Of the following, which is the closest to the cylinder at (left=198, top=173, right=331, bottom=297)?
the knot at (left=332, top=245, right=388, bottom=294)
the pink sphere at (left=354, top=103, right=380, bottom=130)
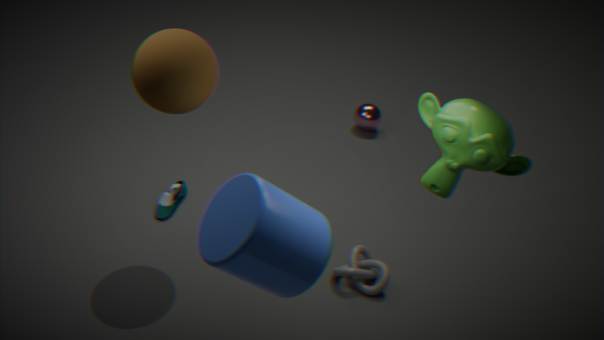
the knot at (left=332, top=245, right=388, bottom=294)
